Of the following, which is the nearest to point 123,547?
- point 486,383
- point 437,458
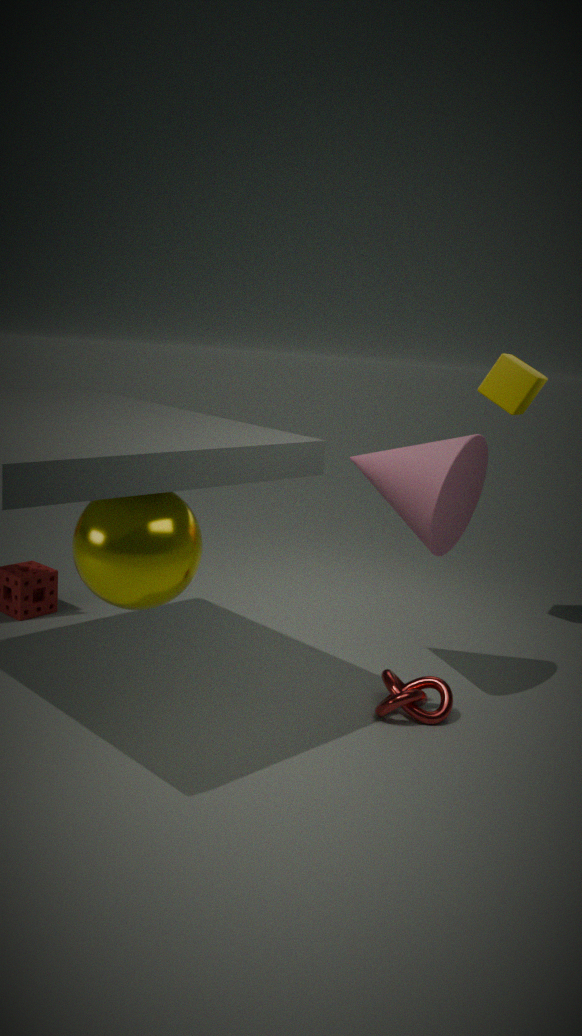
point 437,458
